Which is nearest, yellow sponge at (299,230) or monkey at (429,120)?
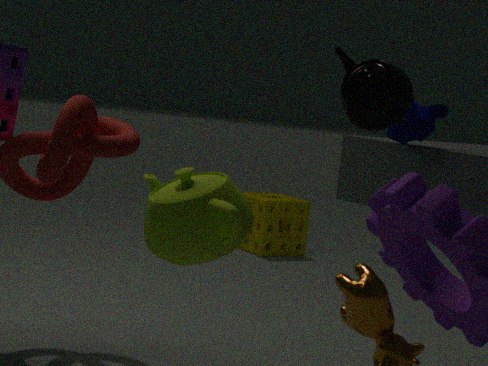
monkey at (429,120)
